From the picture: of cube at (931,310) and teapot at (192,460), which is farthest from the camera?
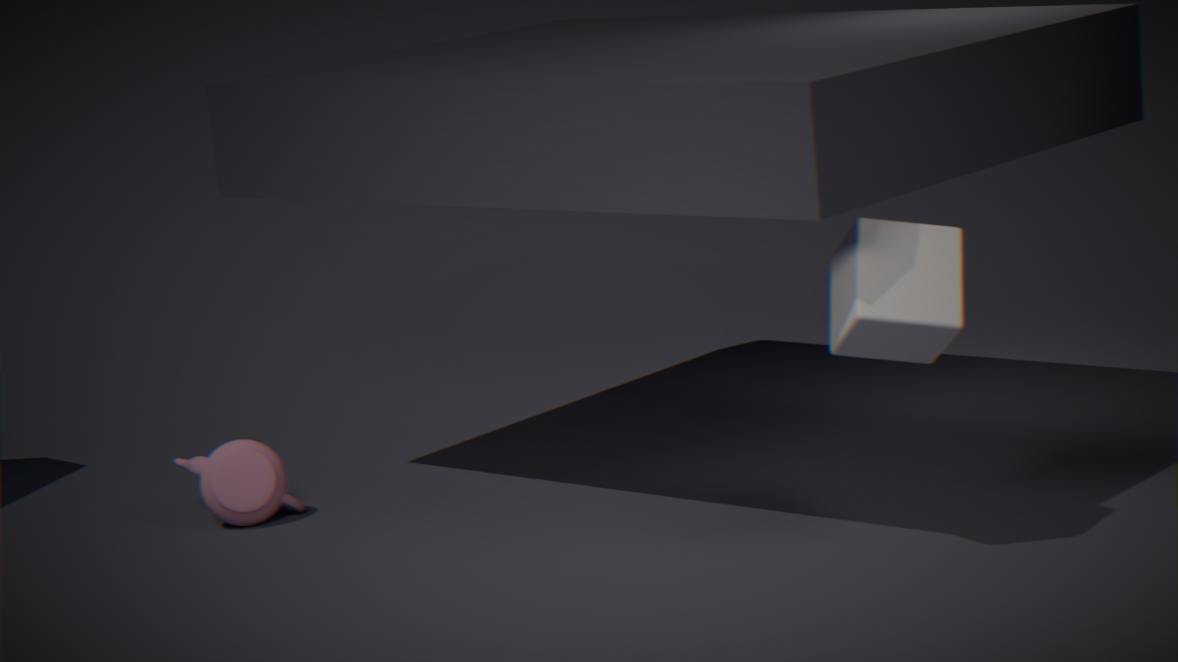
teapot at (192,460)
